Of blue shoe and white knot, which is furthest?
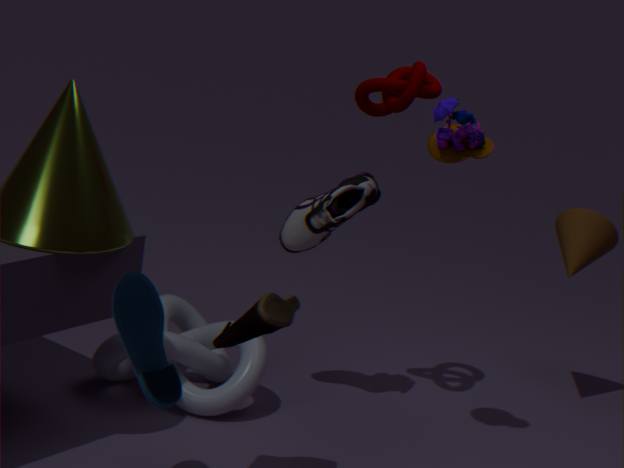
white knot
